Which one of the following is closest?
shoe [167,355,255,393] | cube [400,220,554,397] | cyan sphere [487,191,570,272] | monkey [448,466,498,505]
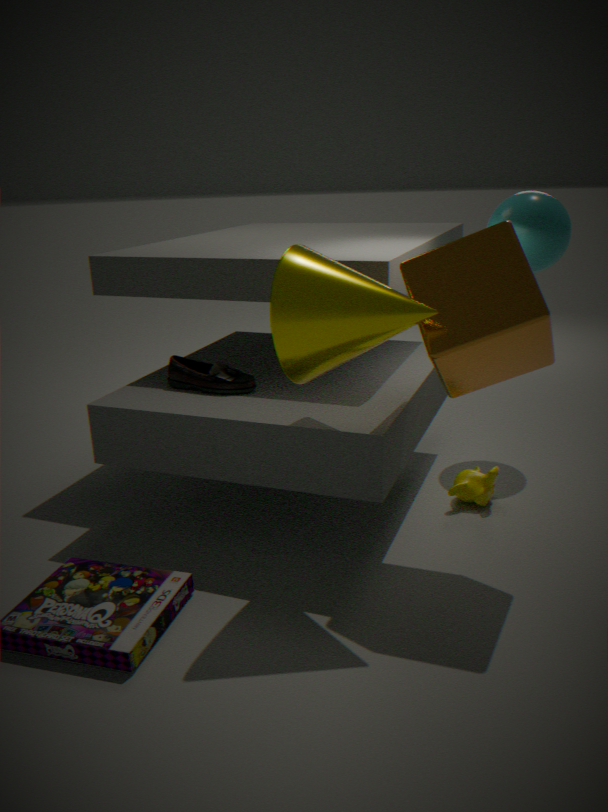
cube [400,220,554,397]
